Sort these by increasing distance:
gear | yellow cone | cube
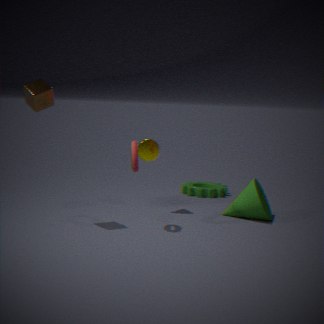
cube < yellow cone < gear
